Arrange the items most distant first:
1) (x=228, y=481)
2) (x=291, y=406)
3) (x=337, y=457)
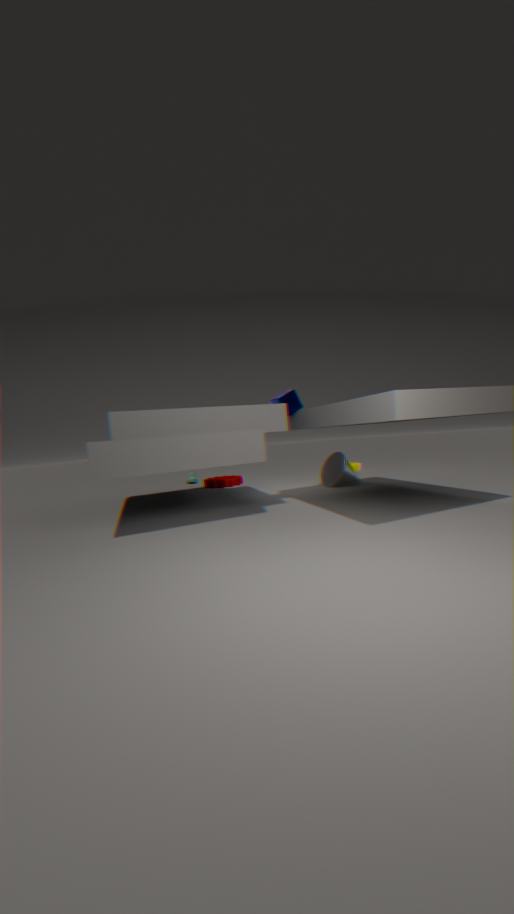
1. 1. (x=228, y=481)
2. 3. (x=337, y=457)
3. 2. (x=291, y=406)
